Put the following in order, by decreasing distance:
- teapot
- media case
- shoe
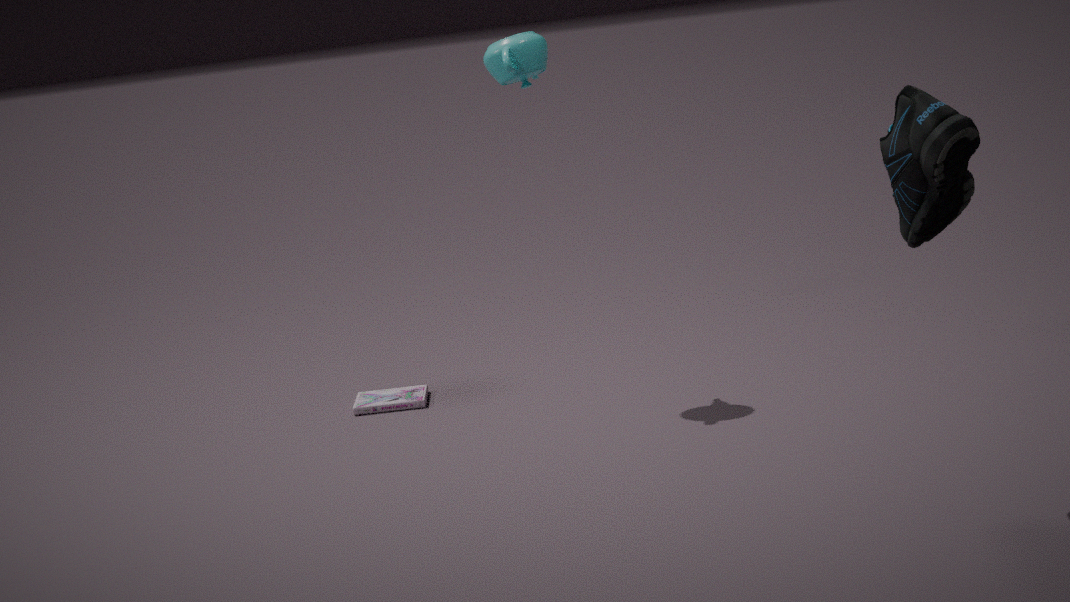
media case → teapot → shoe
